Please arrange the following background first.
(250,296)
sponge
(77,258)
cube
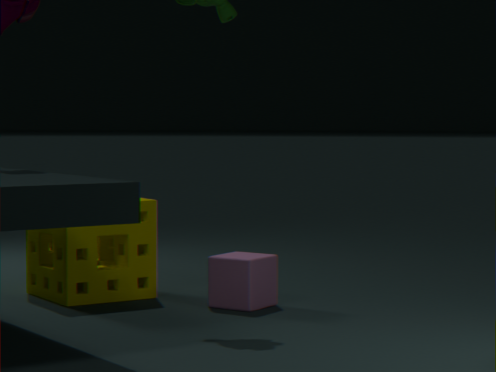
(77,258) < (250,296) < sponge < cube
